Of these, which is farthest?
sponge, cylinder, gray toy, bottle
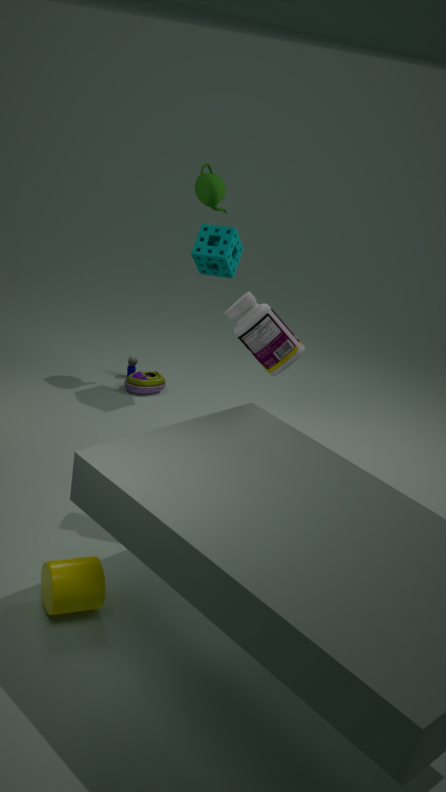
gray toy
